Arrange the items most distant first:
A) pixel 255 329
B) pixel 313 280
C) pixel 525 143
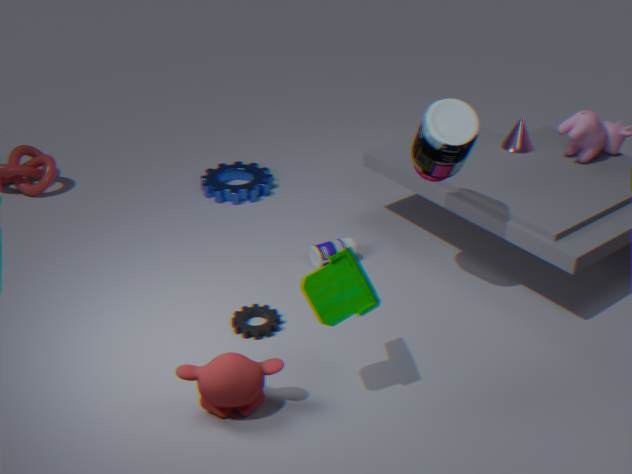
pixel 525 143 < pixel 255 329 < pixel 313 280
